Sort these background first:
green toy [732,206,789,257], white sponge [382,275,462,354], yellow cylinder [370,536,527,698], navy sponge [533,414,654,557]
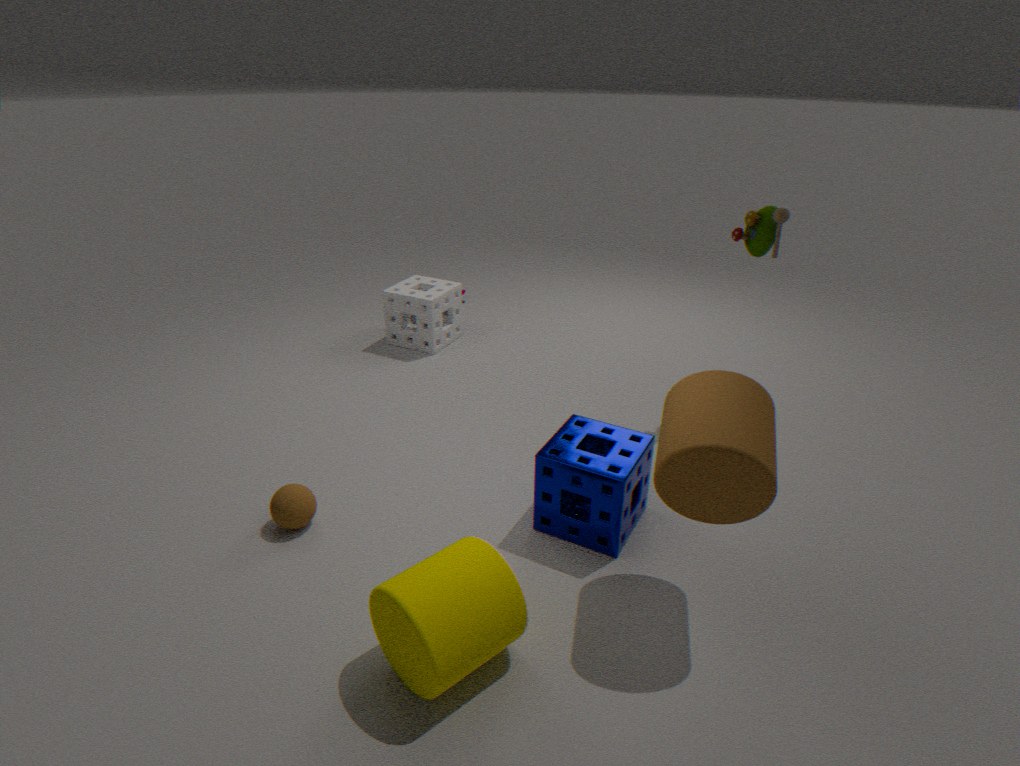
1. white sponge [382,275,462,354]
2. green toy [732,206,789,257]
3. navy sponge [533,414,654,557]
4. yellow cylinder [370,536,527,698]
